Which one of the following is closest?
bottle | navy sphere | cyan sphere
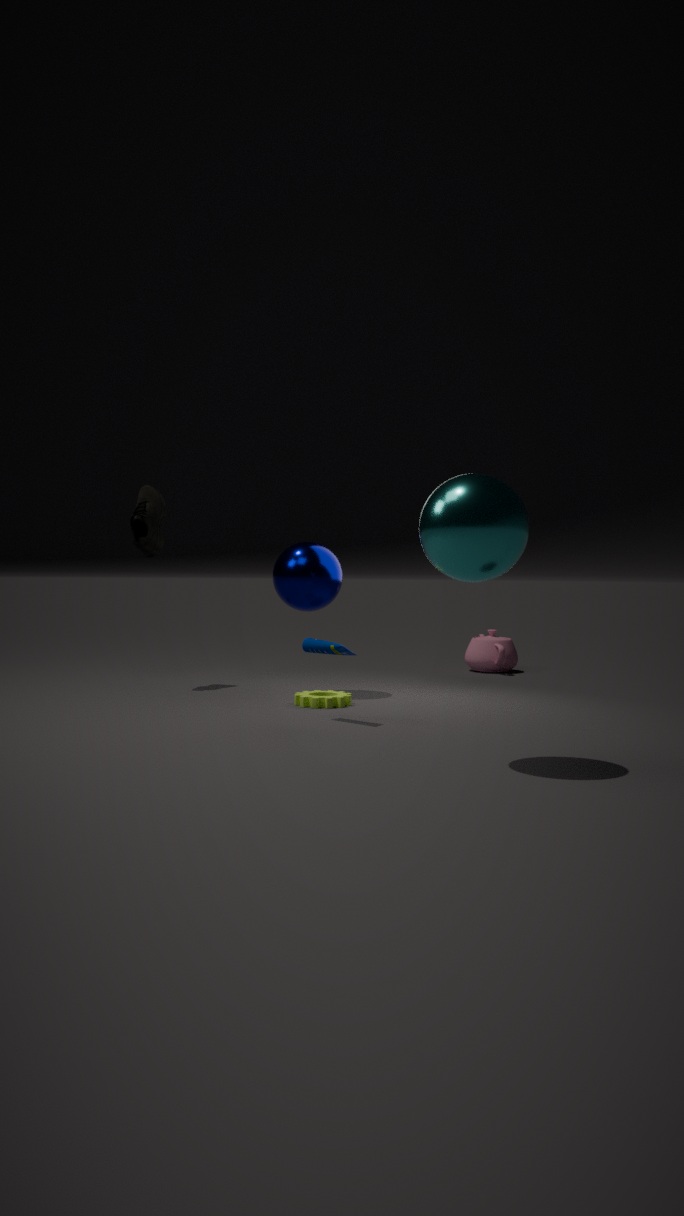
cyan sphere
